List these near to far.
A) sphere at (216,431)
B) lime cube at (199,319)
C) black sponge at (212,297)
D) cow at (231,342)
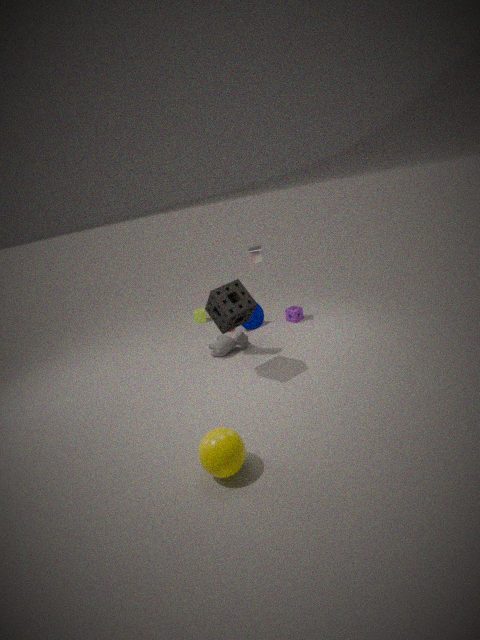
1. sphere at (216,431)
2. black sponge at (212,297)
3. cow at (231,342)
4. lime cube at (199,319)
